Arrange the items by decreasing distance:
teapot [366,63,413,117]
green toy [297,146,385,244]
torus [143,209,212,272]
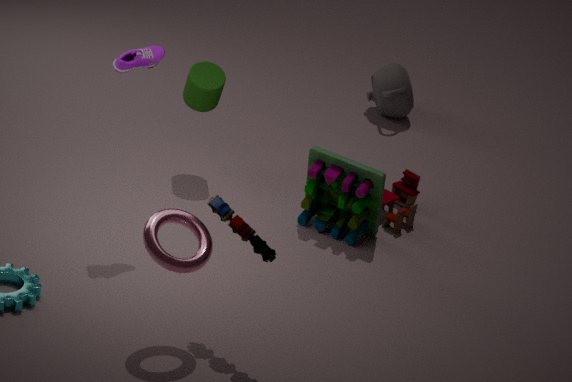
teapot [366,63,413,117], green toy [297,146,385,244], torus [143,209,212,272]
